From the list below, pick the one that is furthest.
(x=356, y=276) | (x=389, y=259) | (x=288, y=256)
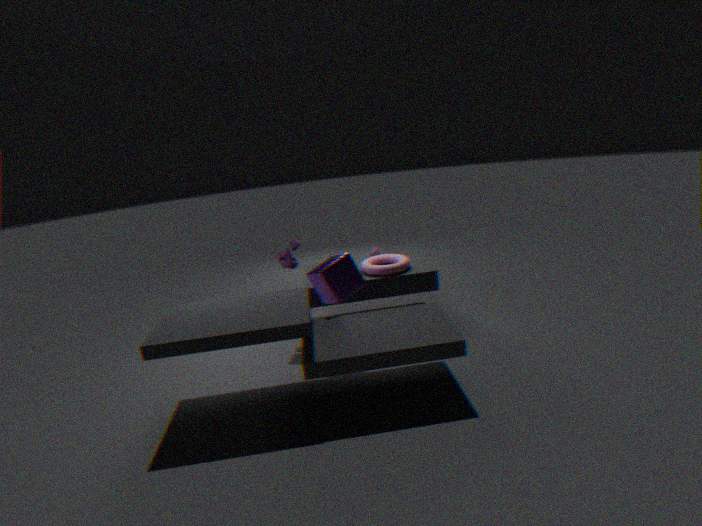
(x=389, y=259)
